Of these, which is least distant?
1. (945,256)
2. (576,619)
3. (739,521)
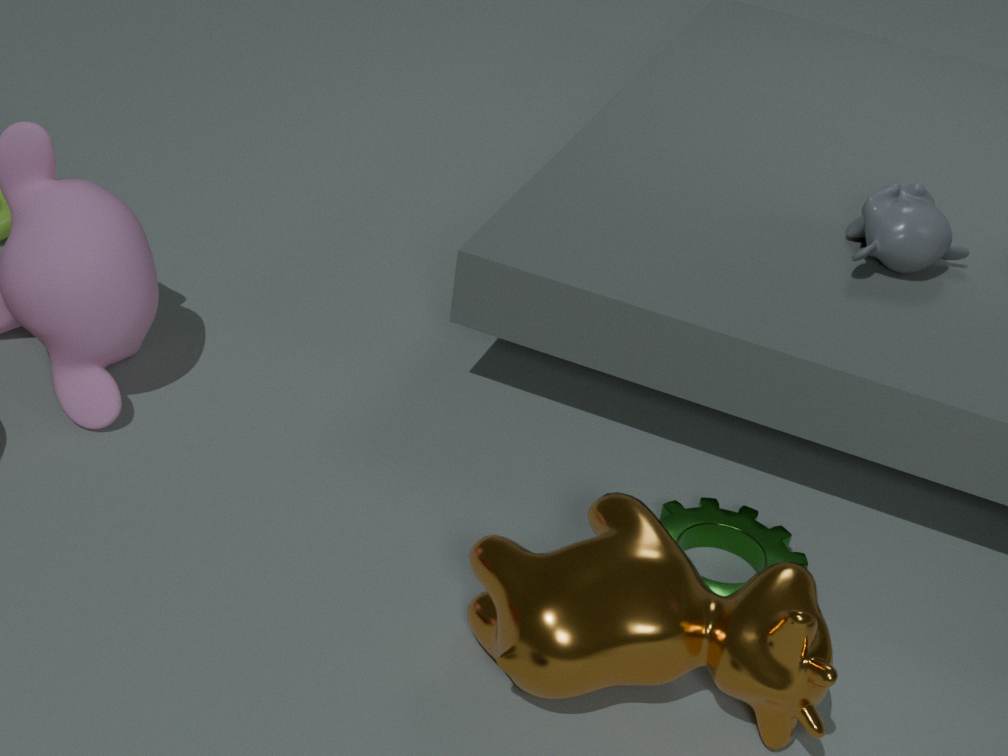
(576,619)
